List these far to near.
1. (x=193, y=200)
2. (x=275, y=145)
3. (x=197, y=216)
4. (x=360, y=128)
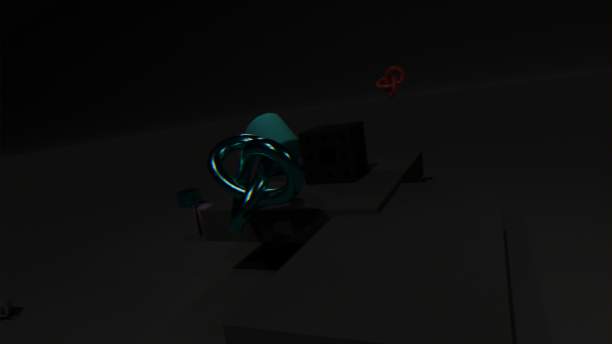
(x=193, y=200)
(x=197, y=216)
(x=360, y=128)
(x=275, y=145)
